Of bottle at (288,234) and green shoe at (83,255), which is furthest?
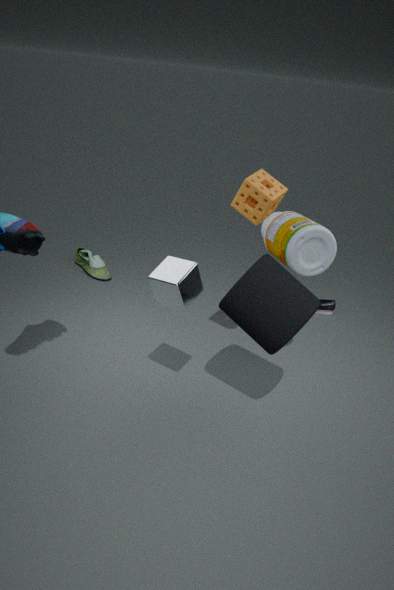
green shoe at (83,255)
